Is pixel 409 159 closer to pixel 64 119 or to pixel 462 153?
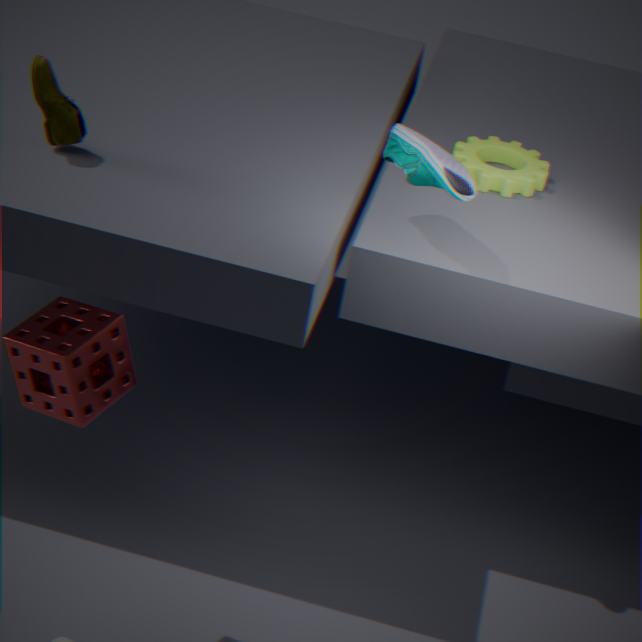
pixel 462 153
